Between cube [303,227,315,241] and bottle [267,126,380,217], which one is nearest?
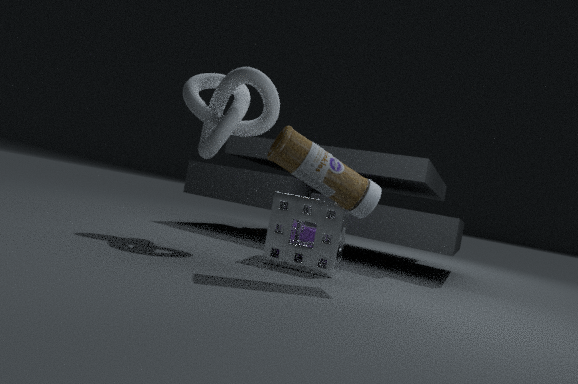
bottle [267,126,380,217]
